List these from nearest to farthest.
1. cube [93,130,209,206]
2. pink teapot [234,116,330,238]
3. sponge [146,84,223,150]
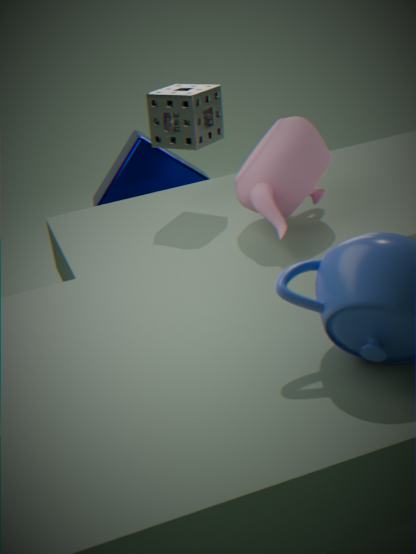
pink teapot [234,116,330,238] → sponge [146,84,223,150] → cube [93,130,209,206]
